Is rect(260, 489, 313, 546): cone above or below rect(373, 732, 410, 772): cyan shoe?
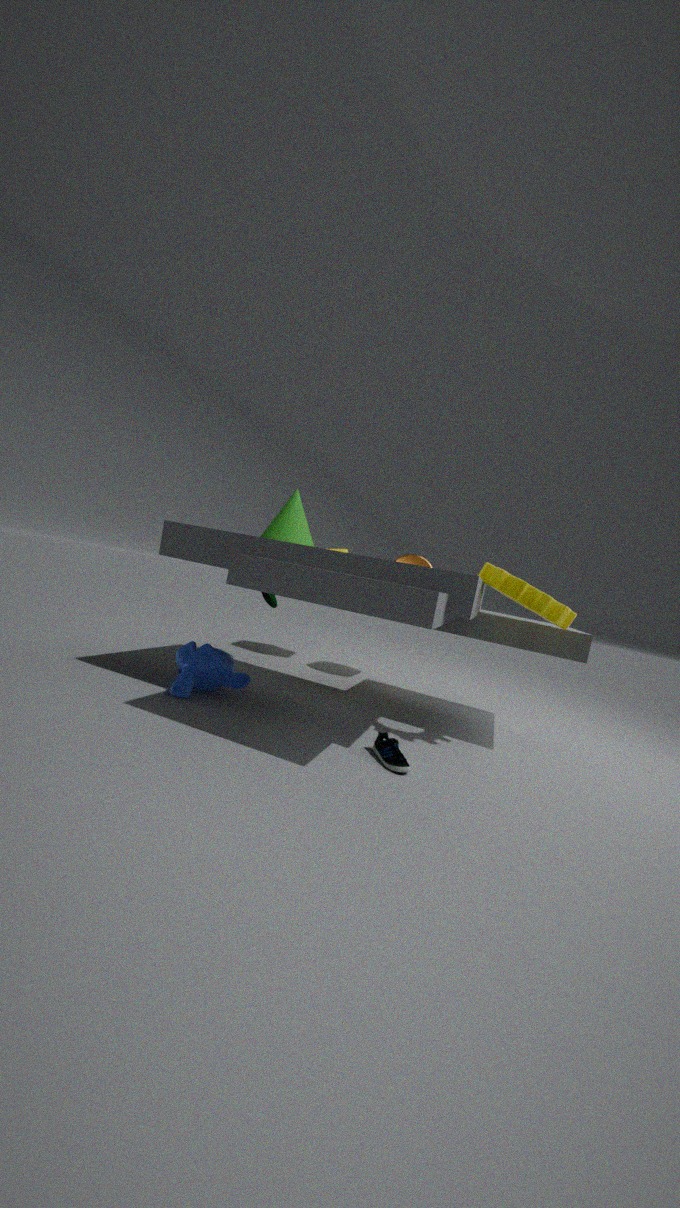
above
